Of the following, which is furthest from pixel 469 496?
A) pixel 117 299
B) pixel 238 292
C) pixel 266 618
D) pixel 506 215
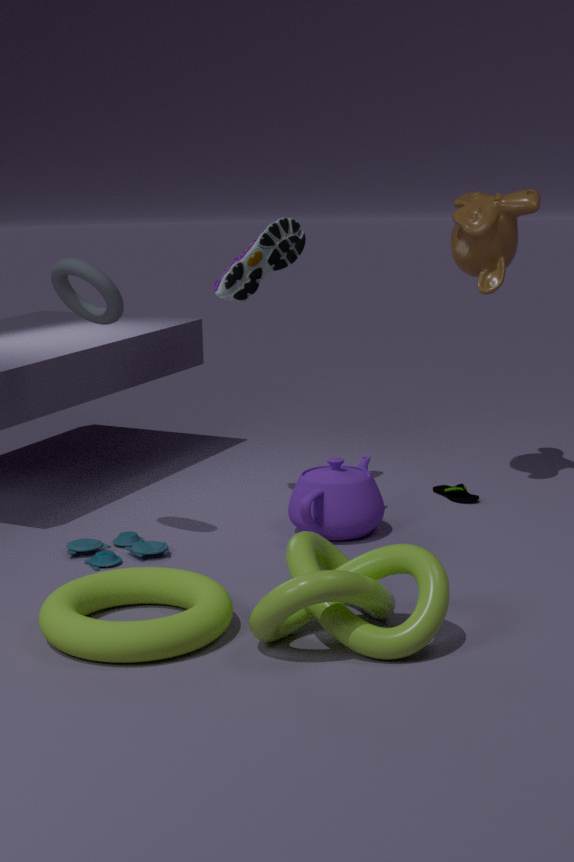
pixel 117 299
